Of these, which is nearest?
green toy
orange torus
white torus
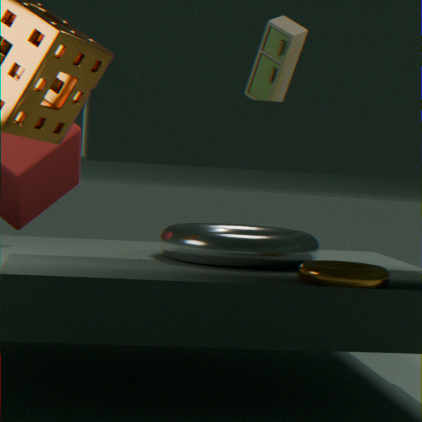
green toy
